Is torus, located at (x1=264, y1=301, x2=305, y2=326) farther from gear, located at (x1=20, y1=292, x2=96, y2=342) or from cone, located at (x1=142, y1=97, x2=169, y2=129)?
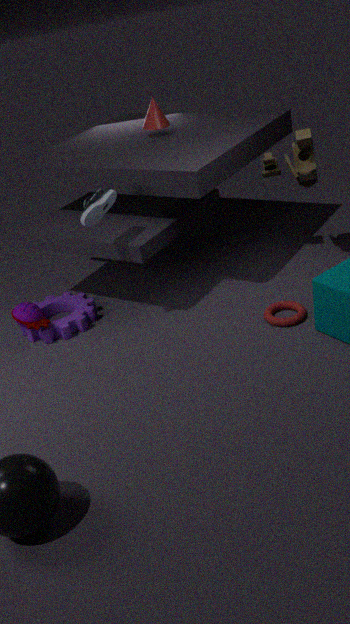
cone, located at (x1=142, y1=97, x2=169, y2=129)
